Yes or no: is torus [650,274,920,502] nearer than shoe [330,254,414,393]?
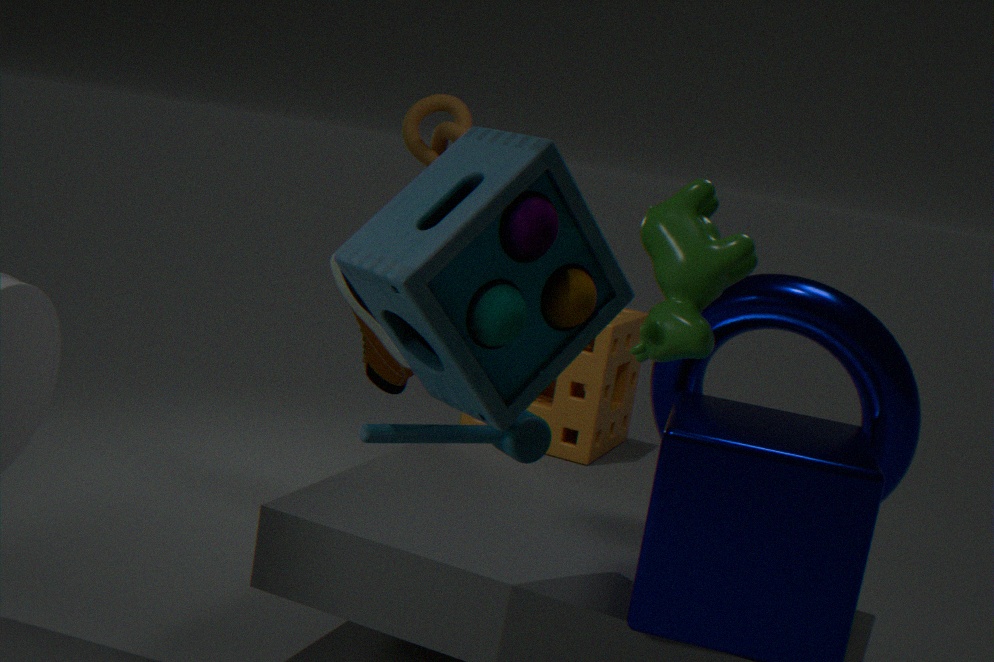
Yes
